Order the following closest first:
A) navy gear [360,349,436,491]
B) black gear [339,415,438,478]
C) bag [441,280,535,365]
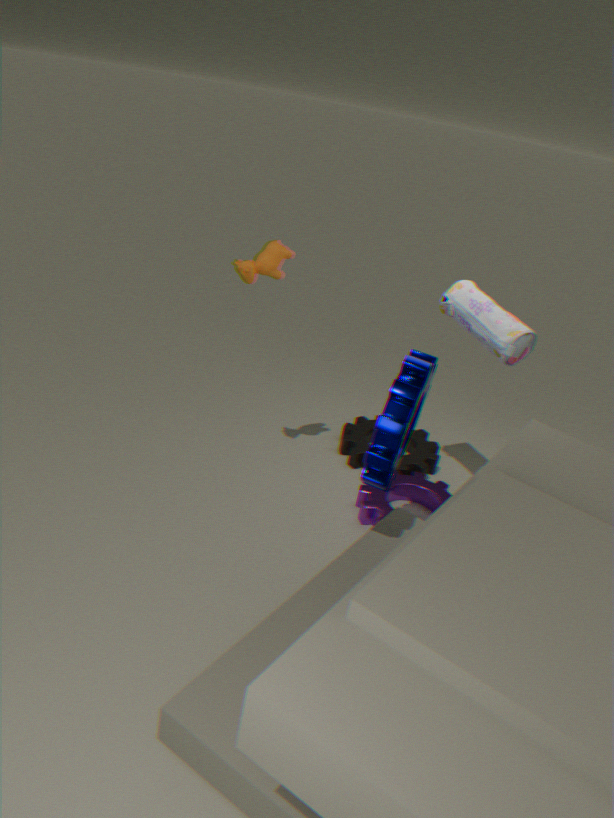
1. navy gear [360,349,436,491]
2. bag [441,280,535,365]
3. black gear [339,415,438,478]
